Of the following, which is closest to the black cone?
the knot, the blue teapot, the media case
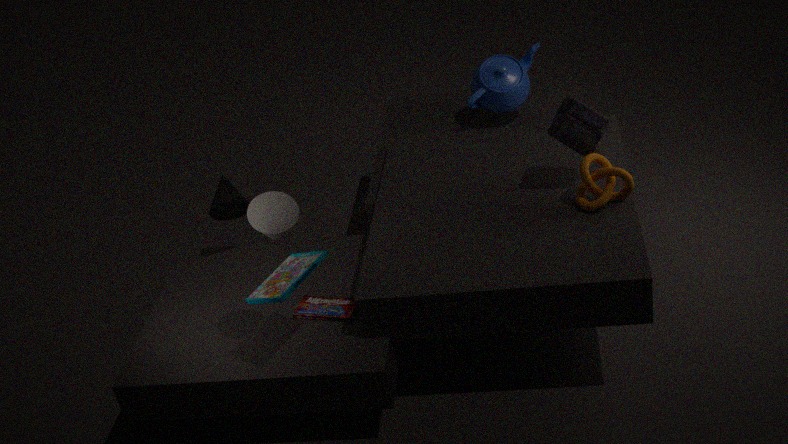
the media case
